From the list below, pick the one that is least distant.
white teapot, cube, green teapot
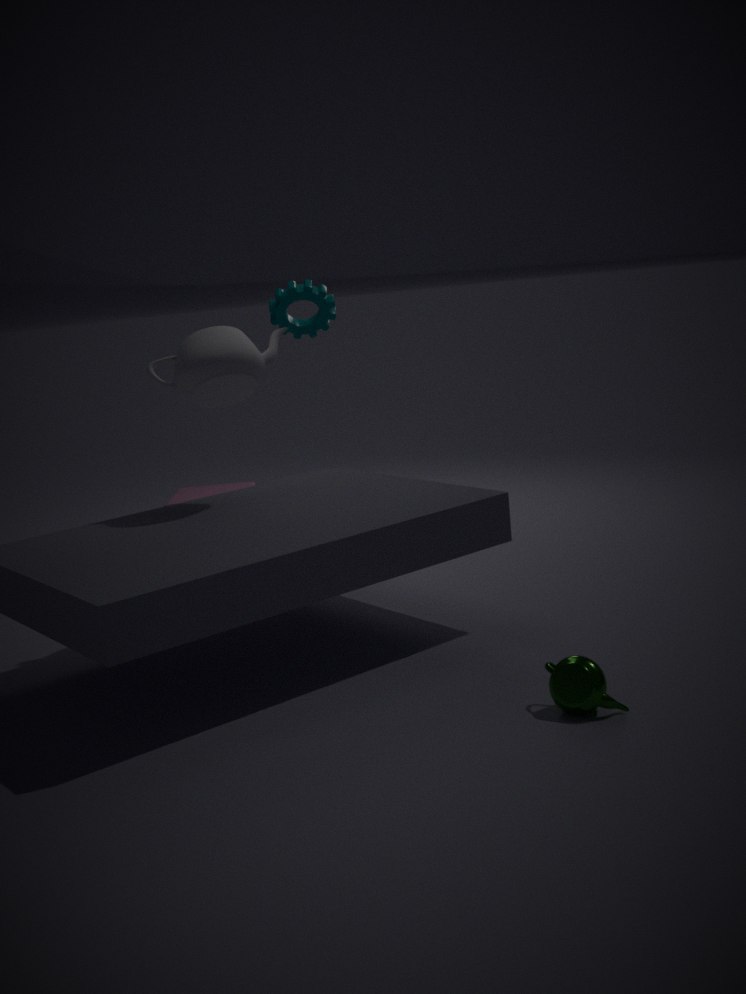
green teapot
